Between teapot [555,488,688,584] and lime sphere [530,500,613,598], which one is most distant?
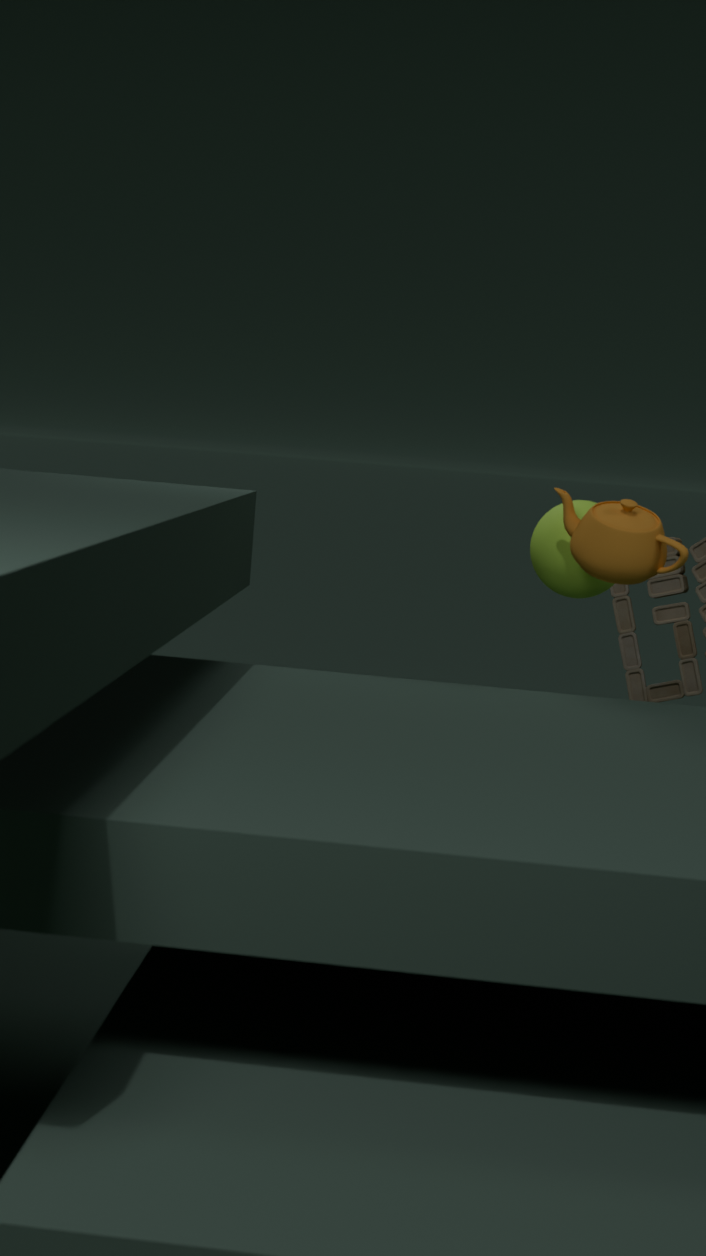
lime sphere [530,500,613,598]
